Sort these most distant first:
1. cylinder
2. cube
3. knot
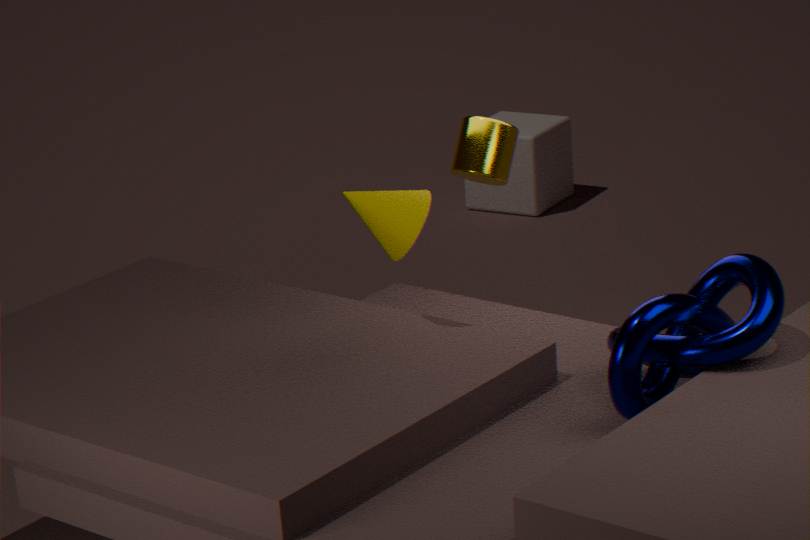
1. cube
2. cylinder
3. knot
